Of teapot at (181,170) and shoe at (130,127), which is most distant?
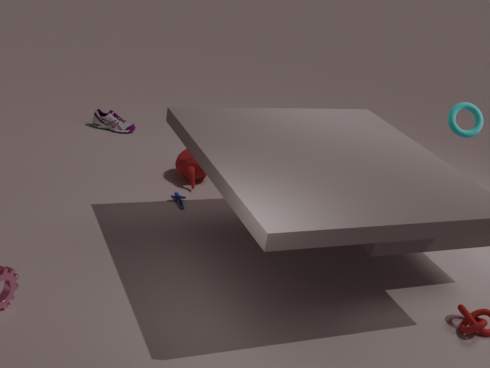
shoe at (130,127)
